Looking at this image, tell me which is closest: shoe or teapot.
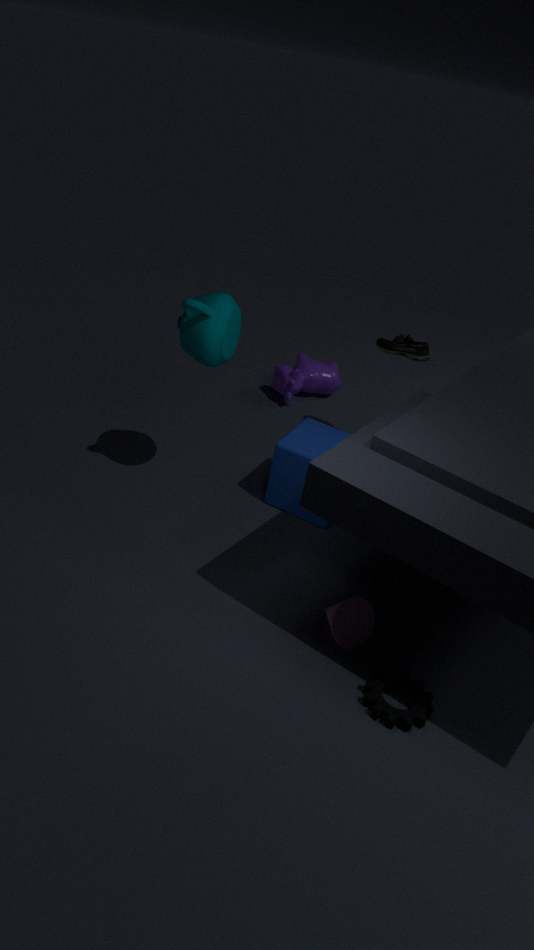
teapot
